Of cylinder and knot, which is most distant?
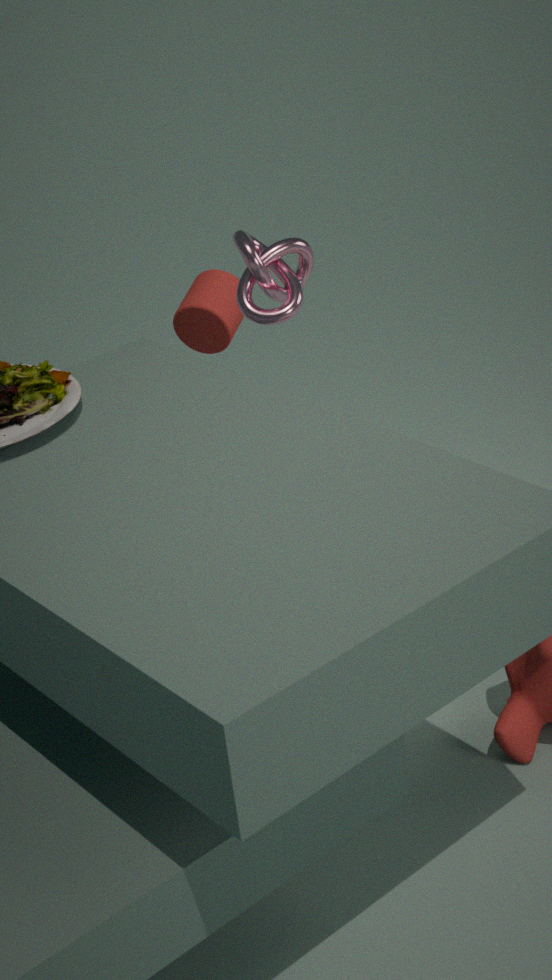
cylinder
